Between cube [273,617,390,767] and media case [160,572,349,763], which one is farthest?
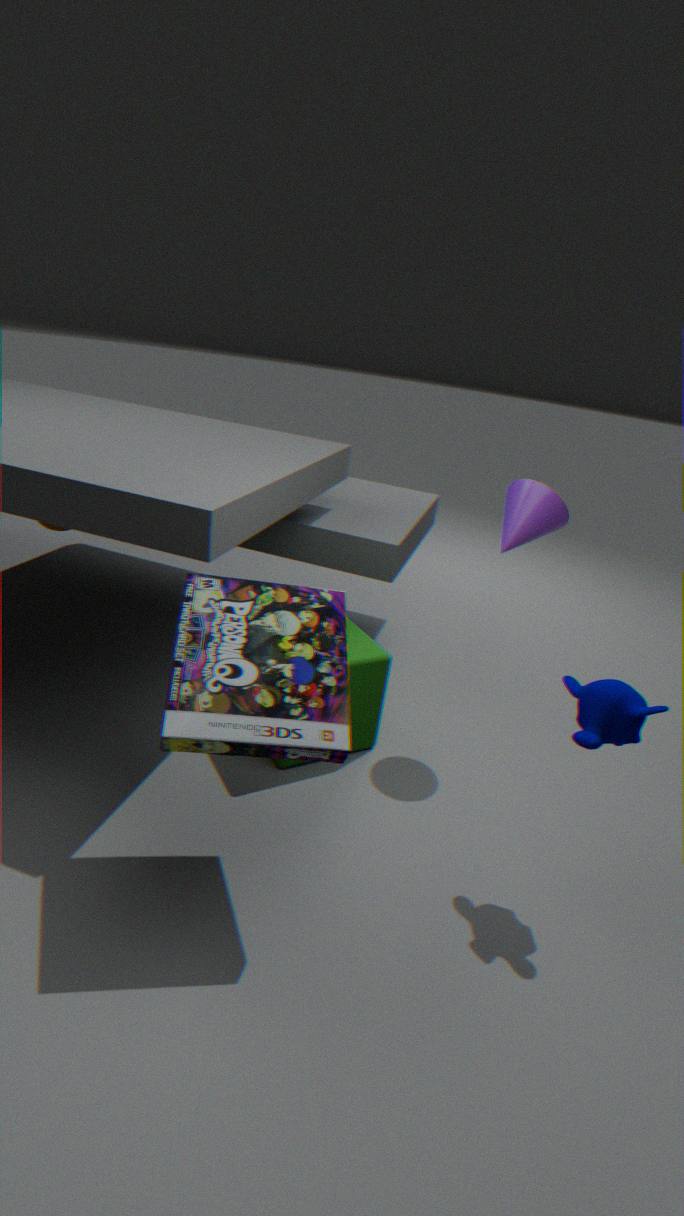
cube [273,617,390,767]
